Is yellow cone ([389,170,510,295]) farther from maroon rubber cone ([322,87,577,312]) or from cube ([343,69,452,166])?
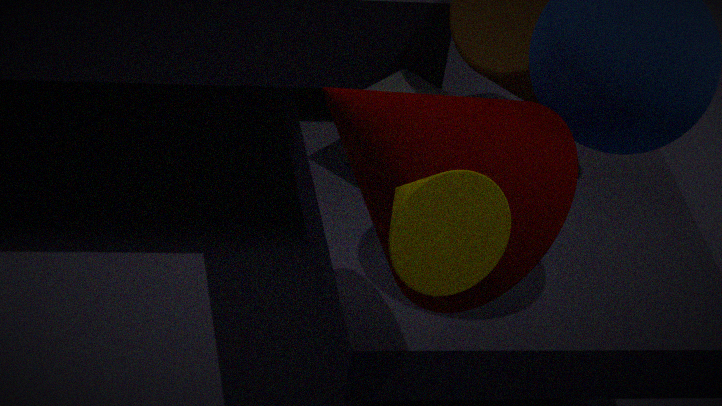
cube ([343,69,452,166])
